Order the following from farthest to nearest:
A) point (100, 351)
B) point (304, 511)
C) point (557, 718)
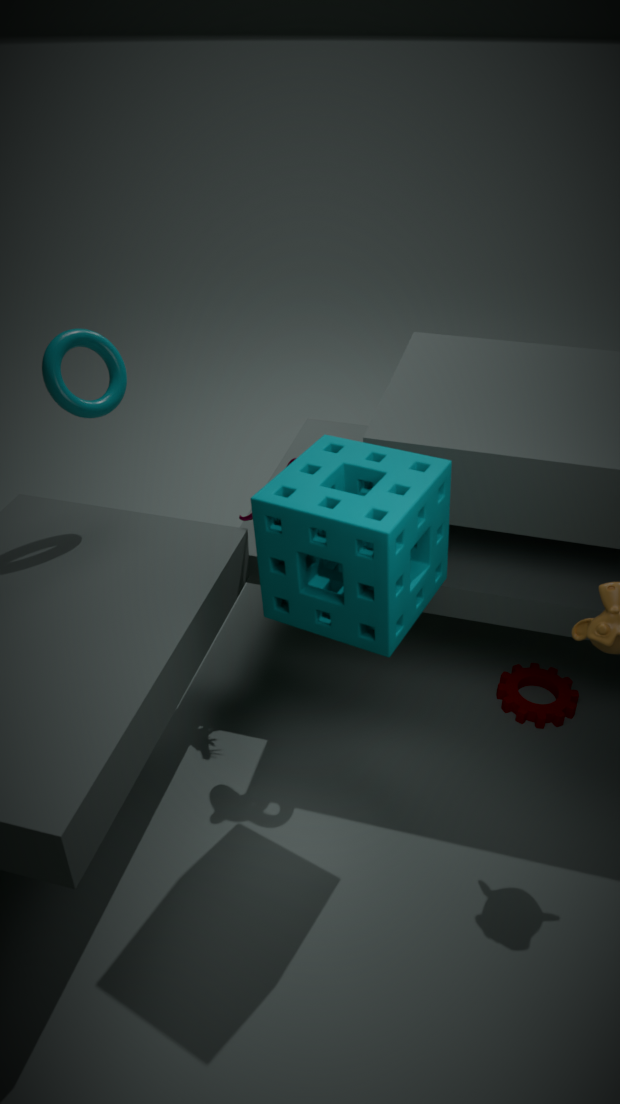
point (557, 718) < point (100, 351) < point (304, 511)
